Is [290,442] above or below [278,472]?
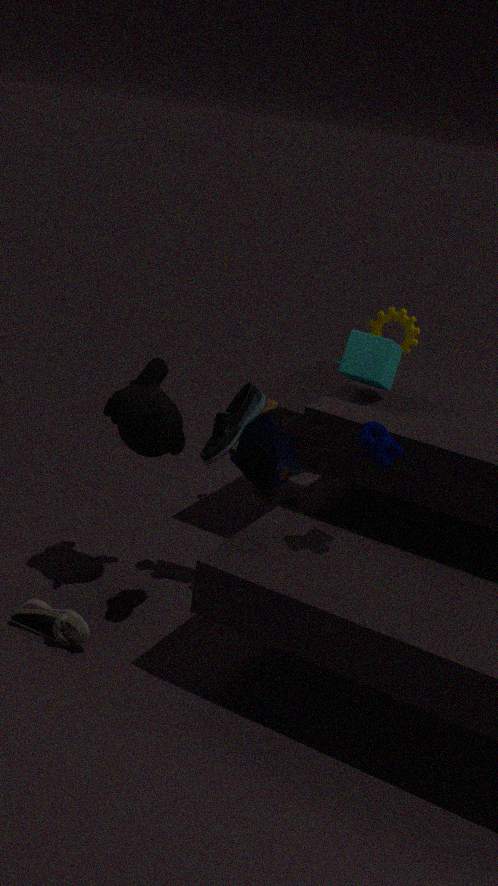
below
